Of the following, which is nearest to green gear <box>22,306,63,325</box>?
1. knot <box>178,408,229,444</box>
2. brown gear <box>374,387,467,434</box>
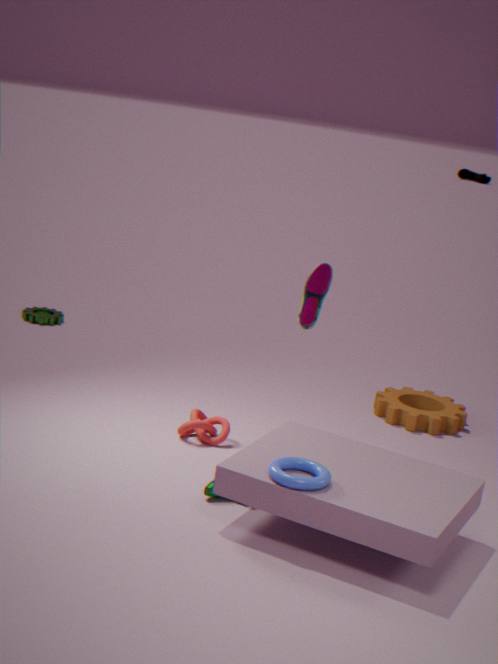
knot <box>178,408,229,444</box>
